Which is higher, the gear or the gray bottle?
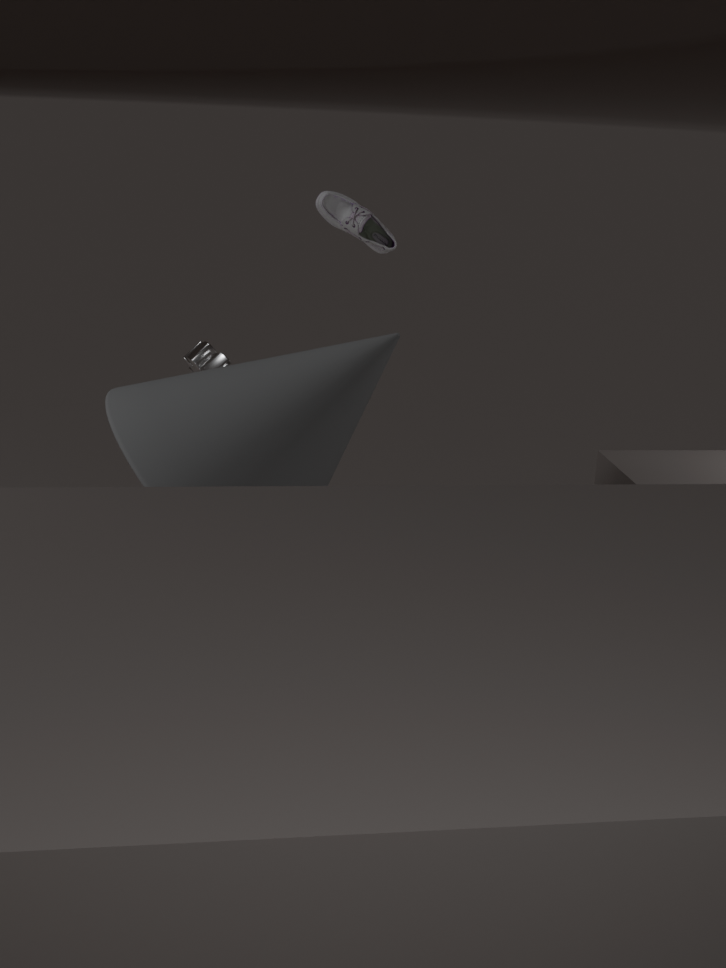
the gray bottle
